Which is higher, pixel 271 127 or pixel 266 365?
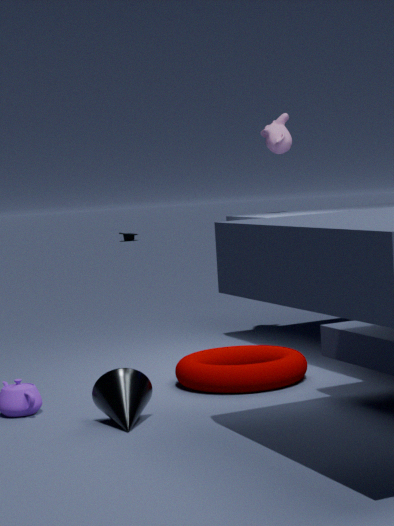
pixel 271 127
